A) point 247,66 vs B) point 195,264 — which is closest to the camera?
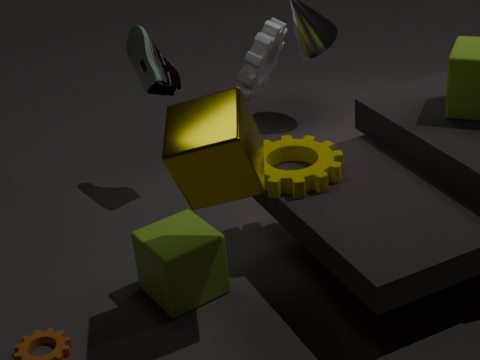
B. point 195,264
